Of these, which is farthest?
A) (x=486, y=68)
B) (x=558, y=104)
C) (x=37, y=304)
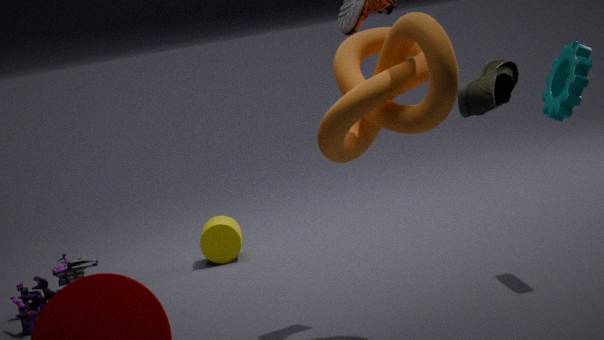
(x=37, y=304)
